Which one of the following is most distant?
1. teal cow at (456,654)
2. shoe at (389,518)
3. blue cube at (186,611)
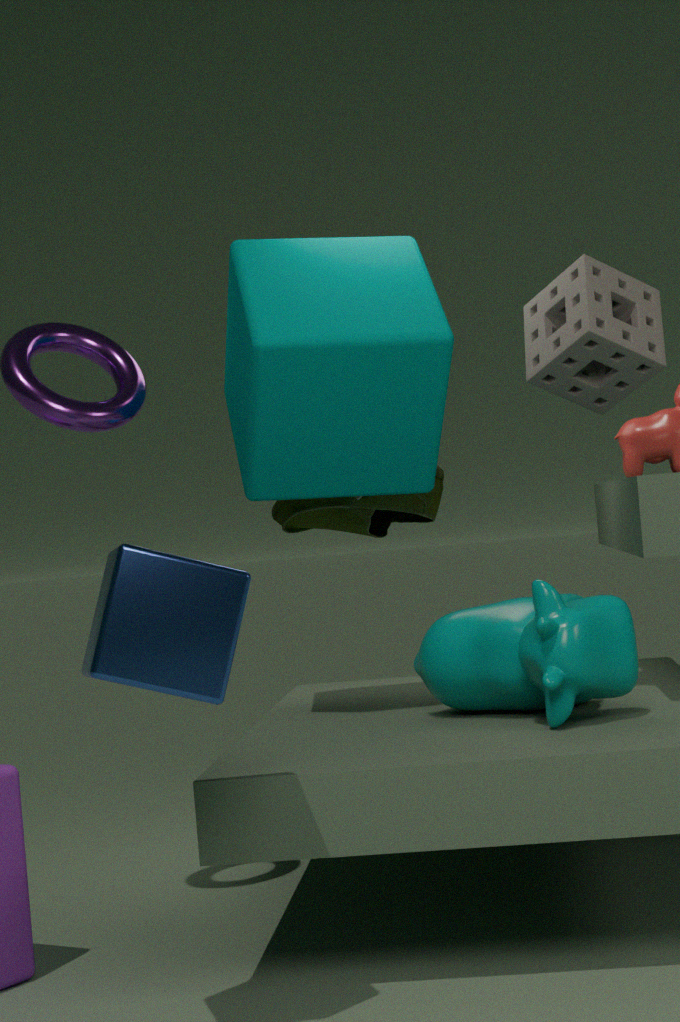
shoe at (389,518)
